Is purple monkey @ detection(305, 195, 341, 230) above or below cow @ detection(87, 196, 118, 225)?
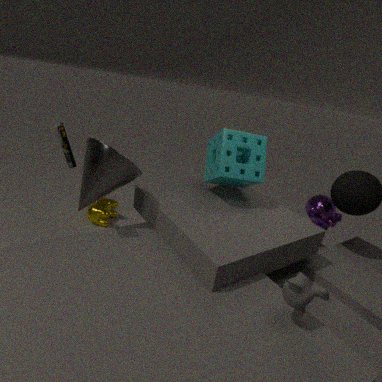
above
